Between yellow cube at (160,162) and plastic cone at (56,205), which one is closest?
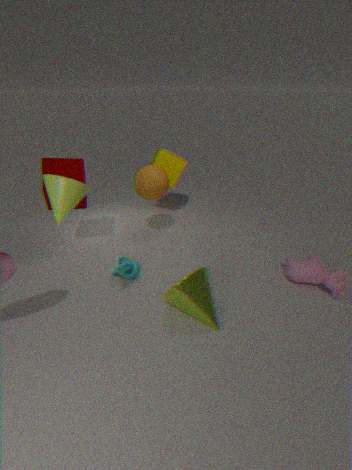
plastic cone at (56,205)
